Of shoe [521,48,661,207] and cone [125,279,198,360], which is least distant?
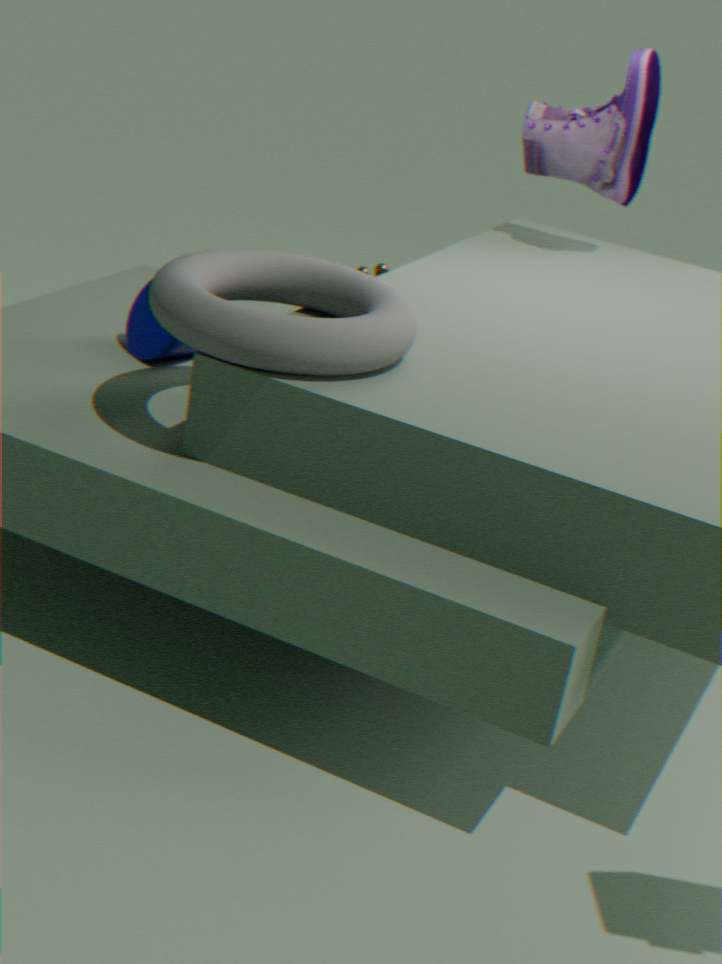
cone [125,279,198,360]
